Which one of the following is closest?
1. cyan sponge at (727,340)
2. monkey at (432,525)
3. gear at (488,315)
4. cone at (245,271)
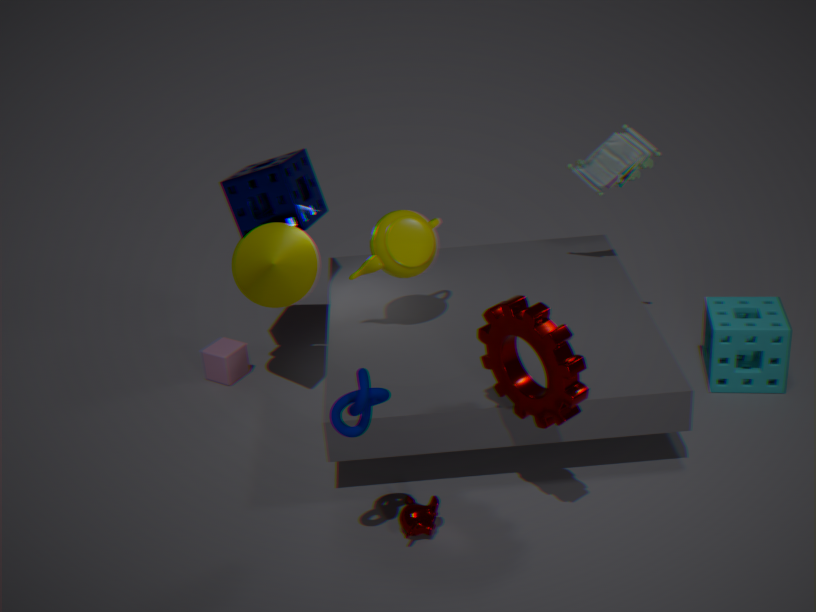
gear at (488,315)
